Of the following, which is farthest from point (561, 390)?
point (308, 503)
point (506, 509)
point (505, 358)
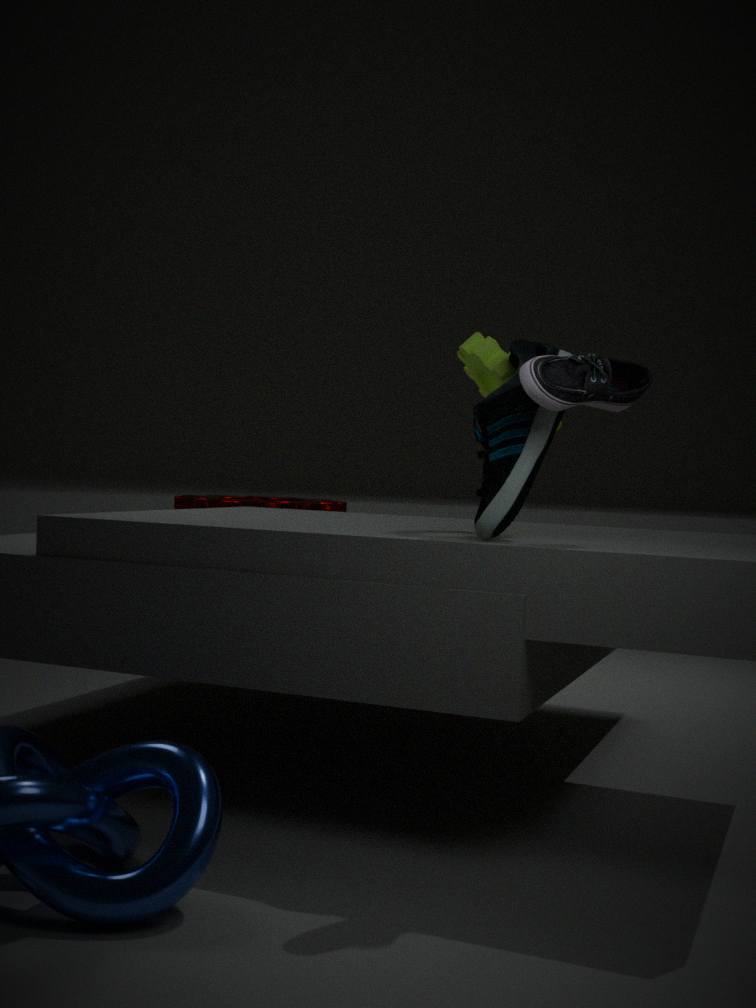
point (308, 503)
